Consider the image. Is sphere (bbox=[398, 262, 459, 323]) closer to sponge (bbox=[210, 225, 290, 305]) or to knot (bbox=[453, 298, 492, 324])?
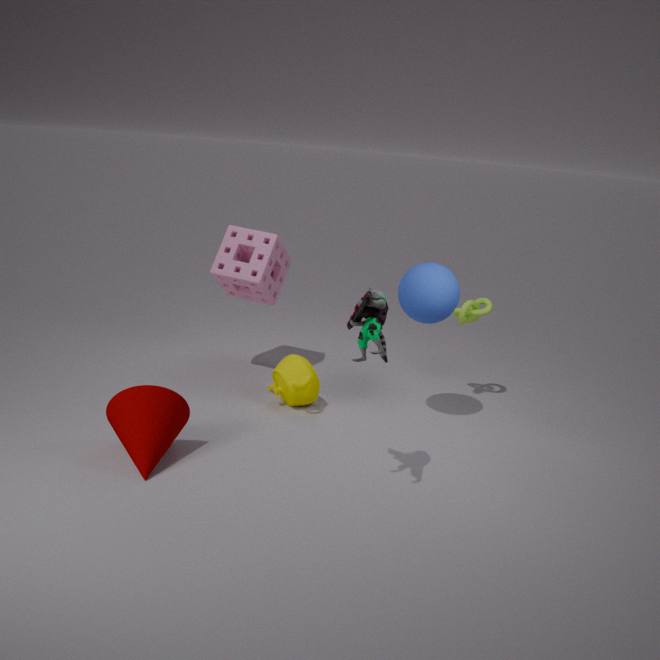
knot (bbox=[453, 298, 492, 324])
